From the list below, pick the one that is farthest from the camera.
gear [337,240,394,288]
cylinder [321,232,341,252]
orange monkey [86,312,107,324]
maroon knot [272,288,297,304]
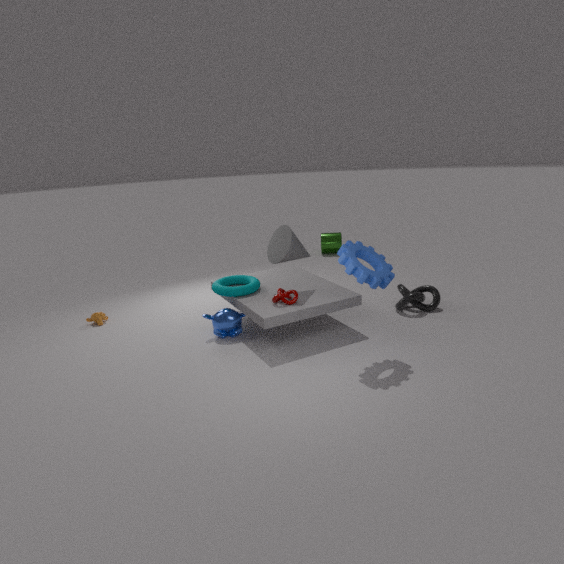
cylinder [321,232,341,252]
